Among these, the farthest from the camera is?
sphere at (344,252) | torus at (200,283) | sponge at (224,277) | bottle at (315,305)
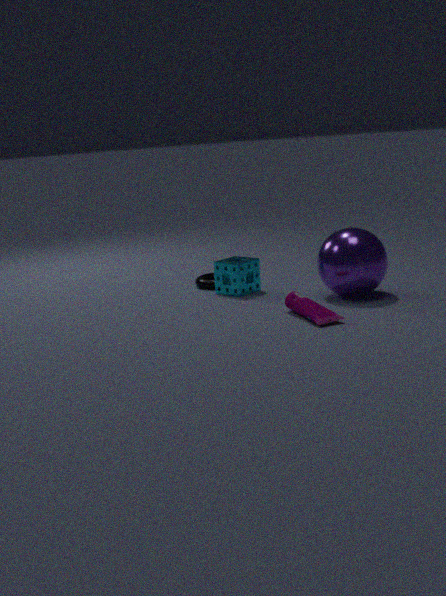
torus at (200,283)
